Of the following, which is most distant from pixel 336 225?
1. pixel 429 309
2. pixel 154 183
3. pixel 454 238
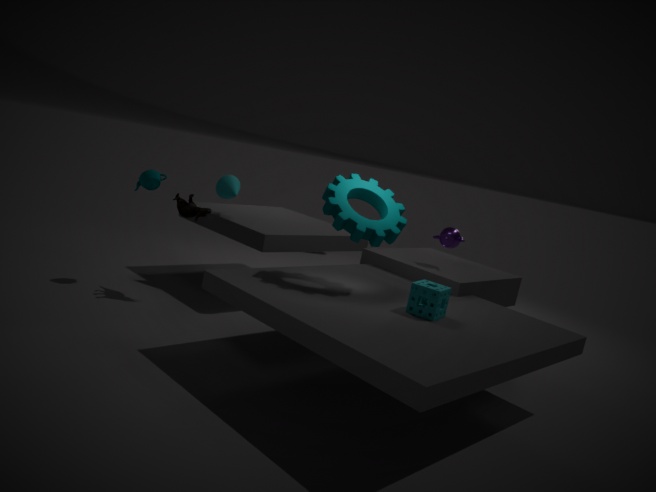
pixel 154 183
